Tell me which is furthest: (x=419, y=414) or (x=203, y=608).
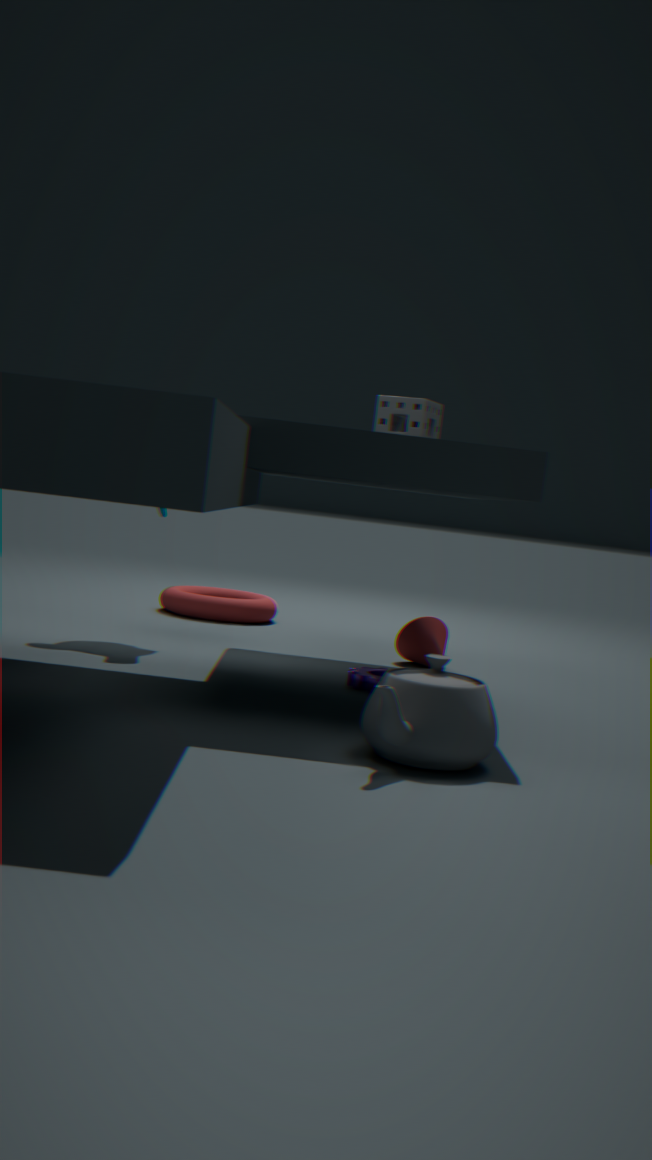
(x=203, y=608)
